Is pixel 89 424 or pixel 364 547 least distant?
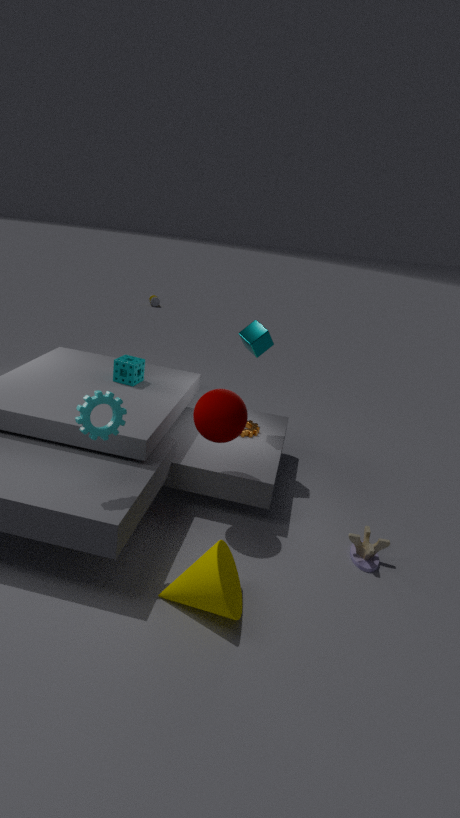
pixel 89 424
